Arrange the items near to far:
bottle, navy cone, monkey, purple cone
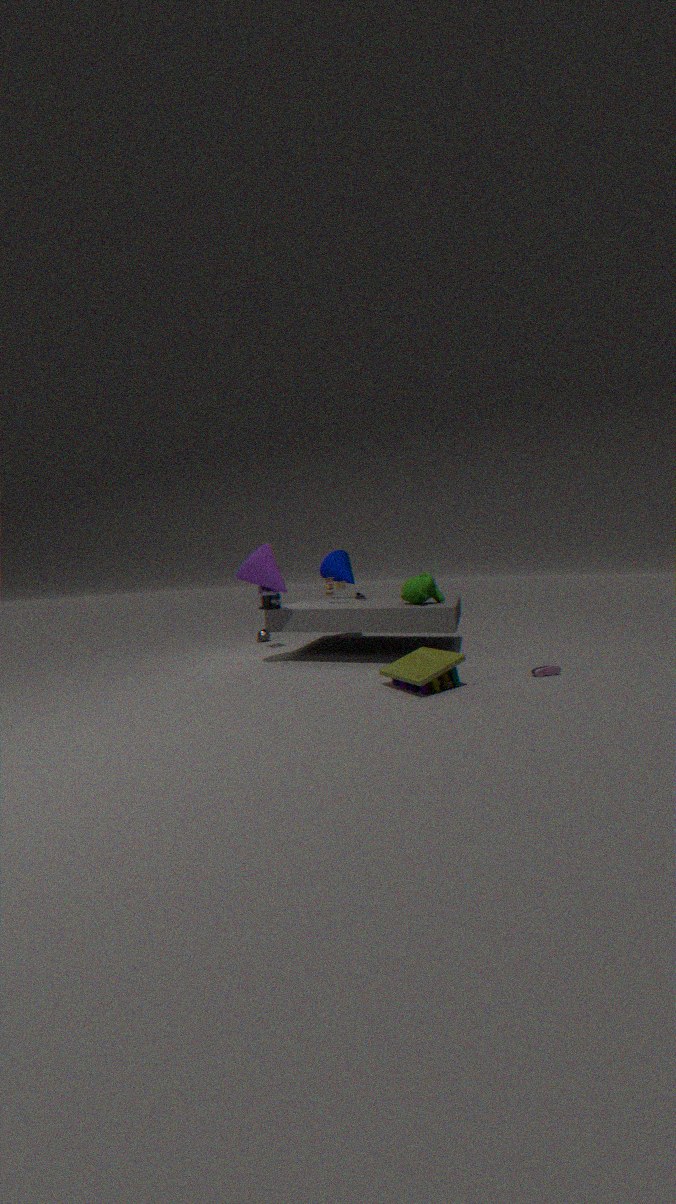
purple cone → monkey → bottle → navy cone
